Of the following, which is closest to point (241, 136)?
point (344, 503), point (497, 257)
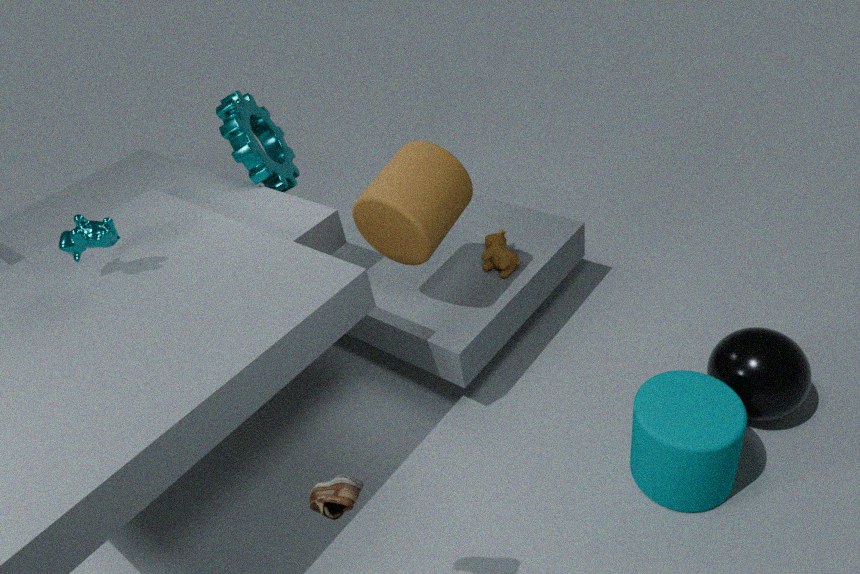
point (497, 257)
